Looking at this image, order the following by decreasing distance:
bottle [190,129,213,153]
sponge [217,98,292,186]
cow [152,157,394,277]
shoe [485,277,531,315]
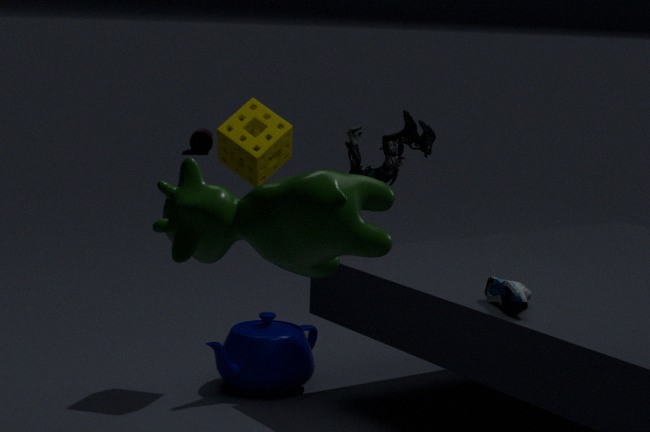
bottle [190,129,213,153] < sponge [217,98,292,186] < shoe [485,277,531,315] < cow [152,157,394,277]
